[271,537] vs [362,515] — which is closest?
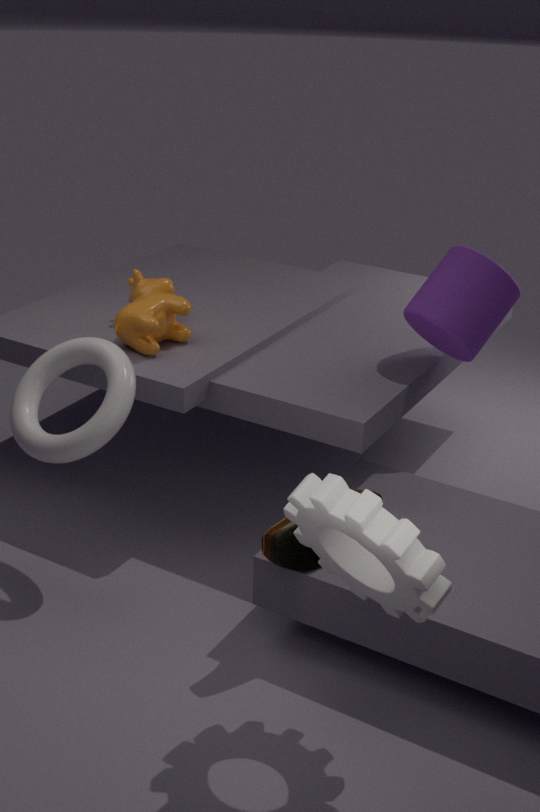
[362,515]
